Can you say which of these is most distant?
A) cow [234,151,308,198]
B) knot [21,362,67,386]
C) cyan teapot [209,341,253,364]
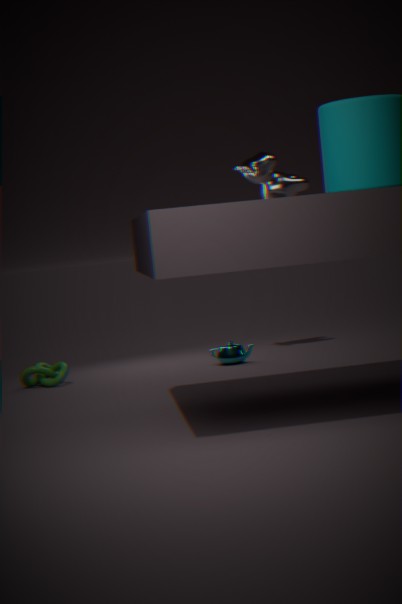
cow [234,151,308,198]
